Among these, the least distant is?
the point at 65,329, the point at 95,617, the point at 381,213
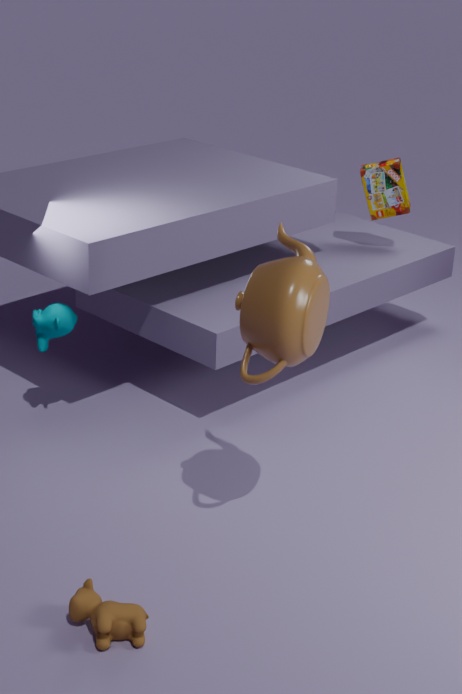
the point at 95,617
